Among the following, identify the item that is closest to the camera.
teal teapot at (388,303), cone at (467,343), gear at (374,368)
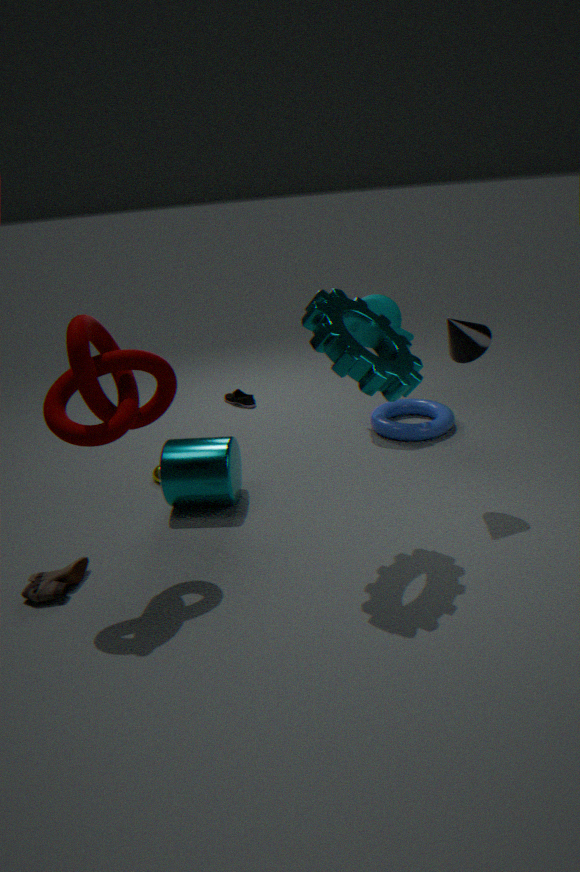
gear at (374,368)
